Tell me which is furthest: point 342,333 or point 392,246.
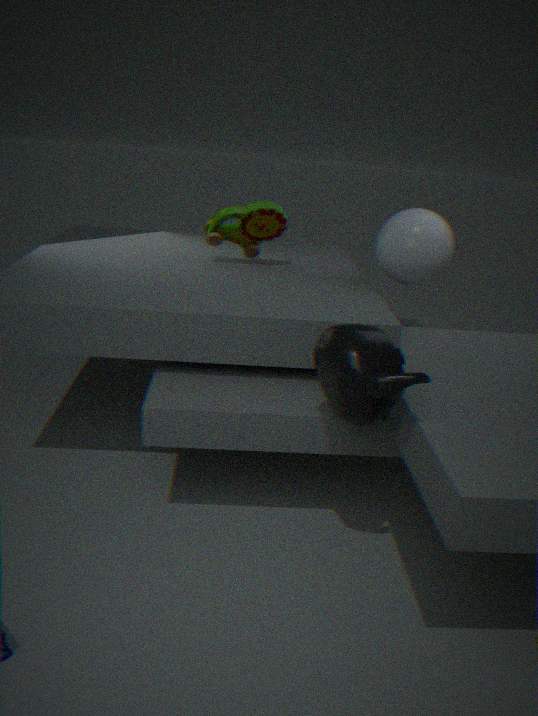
point 392,246
